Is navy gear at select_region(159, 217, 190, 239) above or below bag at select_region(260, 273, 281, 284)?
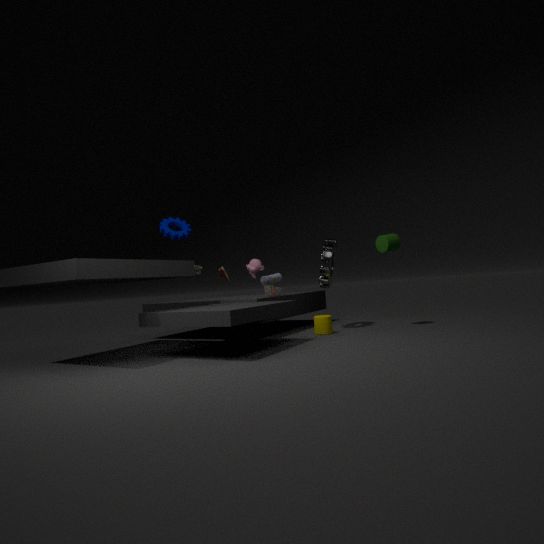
above
